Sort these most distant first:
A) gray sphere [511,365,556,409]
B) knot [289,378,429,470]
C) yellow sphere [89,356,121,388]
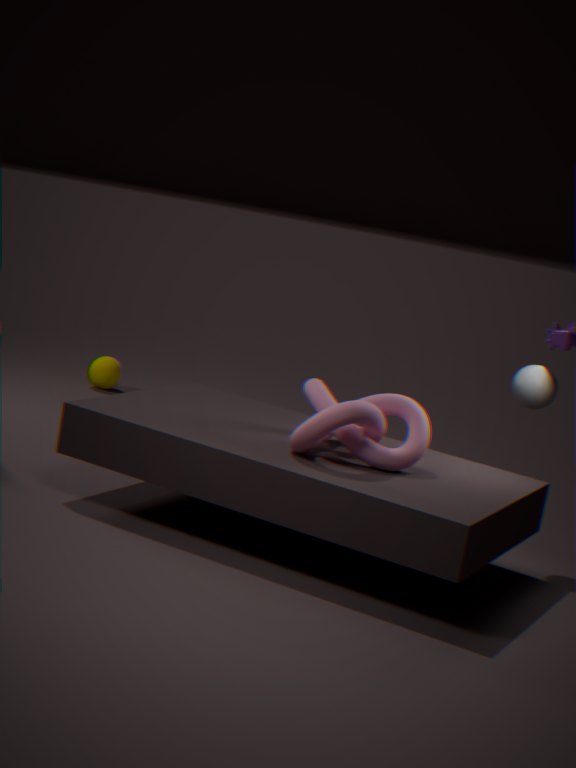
yellow sphere [89,356,121,388] → gray sphere [511,365,556,409] → knot [289,378,429,470]
